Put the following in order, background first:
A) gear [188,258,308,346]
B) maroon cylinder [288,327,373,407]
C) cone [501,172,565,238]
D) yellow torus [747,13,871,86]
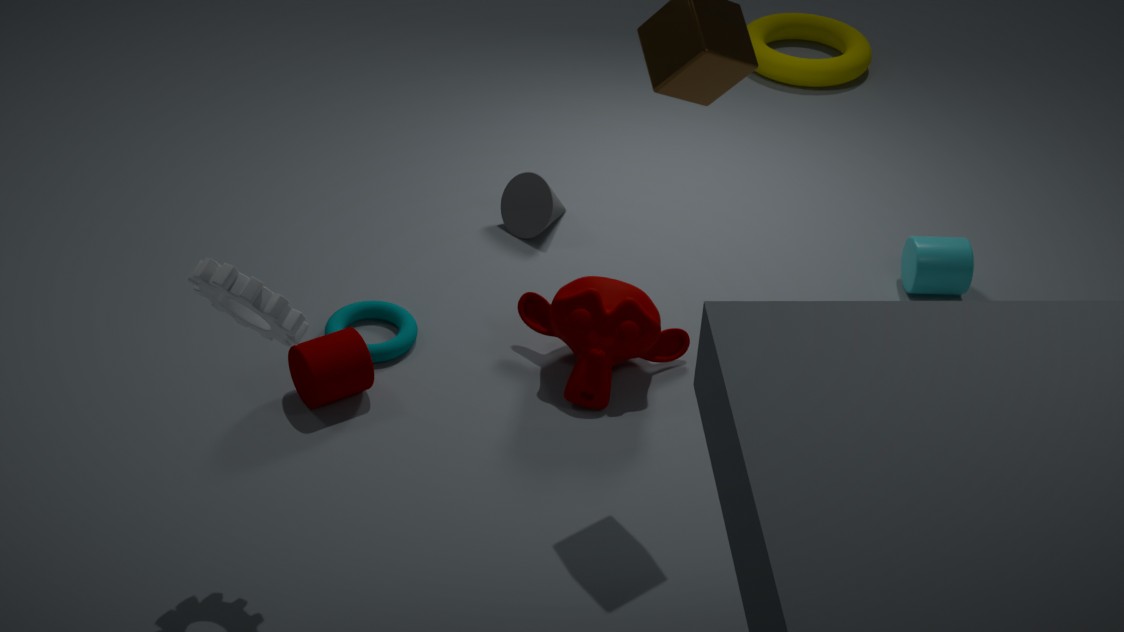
D. yellow torus [747,13,871,86], C. cone [501,172,565,238], B. maroon cylinder [288,327,373,407], A. gear [188,258,308,346]
